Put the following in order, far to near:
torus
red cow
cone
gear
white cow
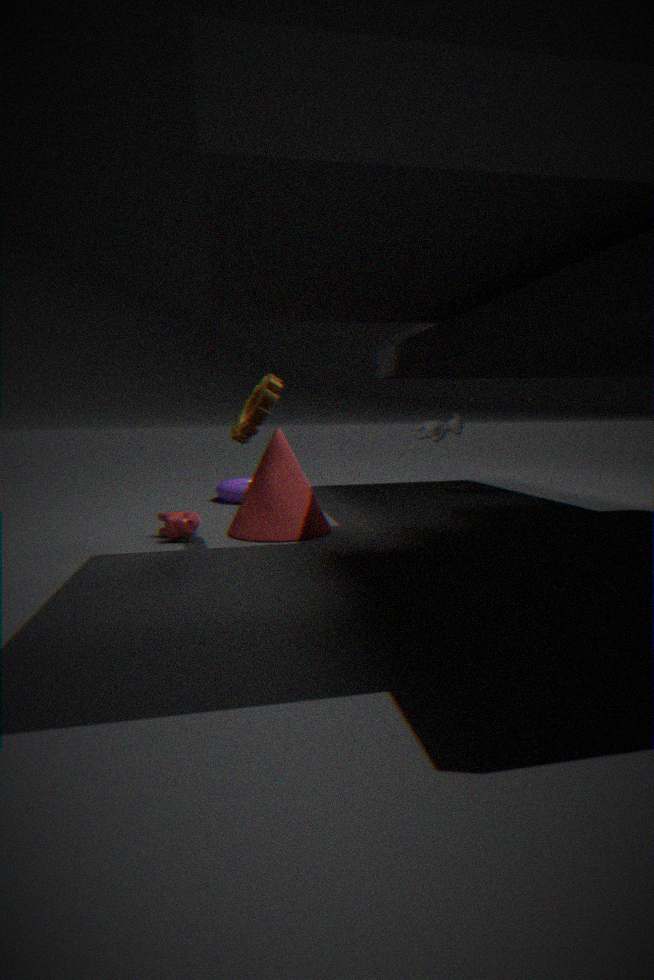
torus < white cow < cone < red cow < gear
